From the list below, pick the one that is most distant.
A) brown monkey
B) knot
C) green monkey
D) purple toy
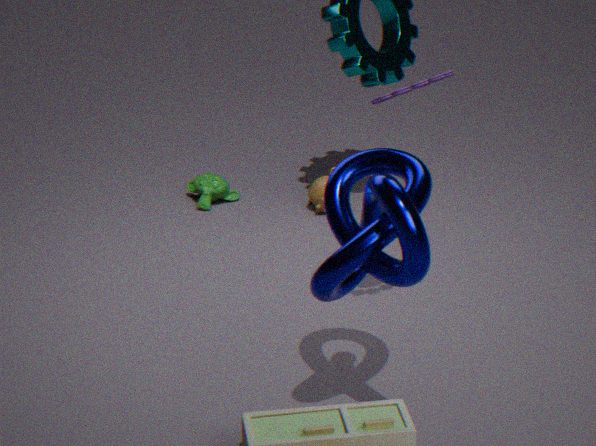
green monkey
